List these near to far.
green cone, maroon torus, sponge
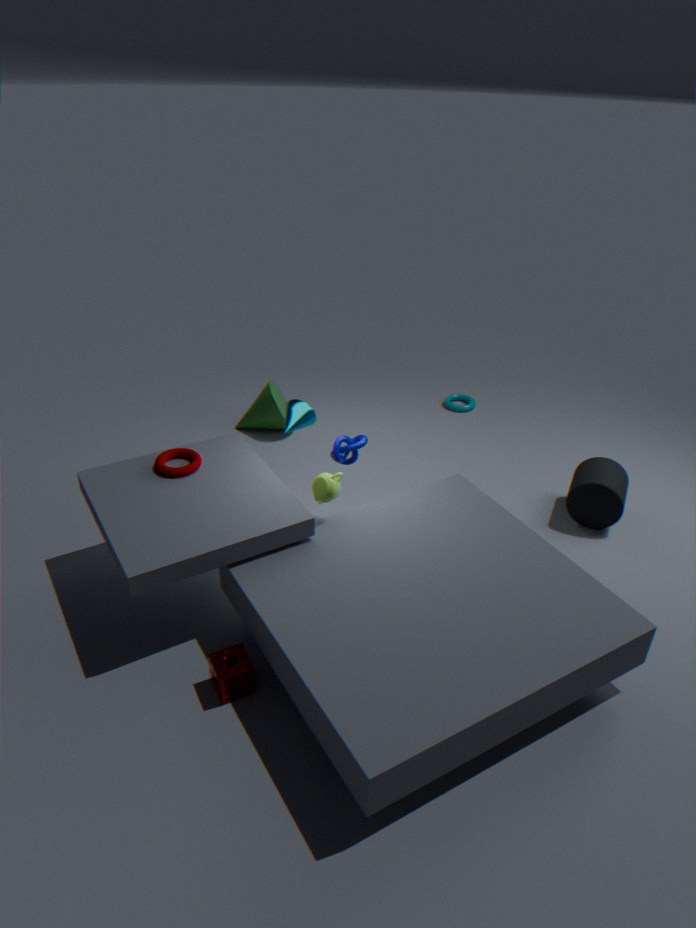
1. sponge
2. maroon torus
3. green cone
